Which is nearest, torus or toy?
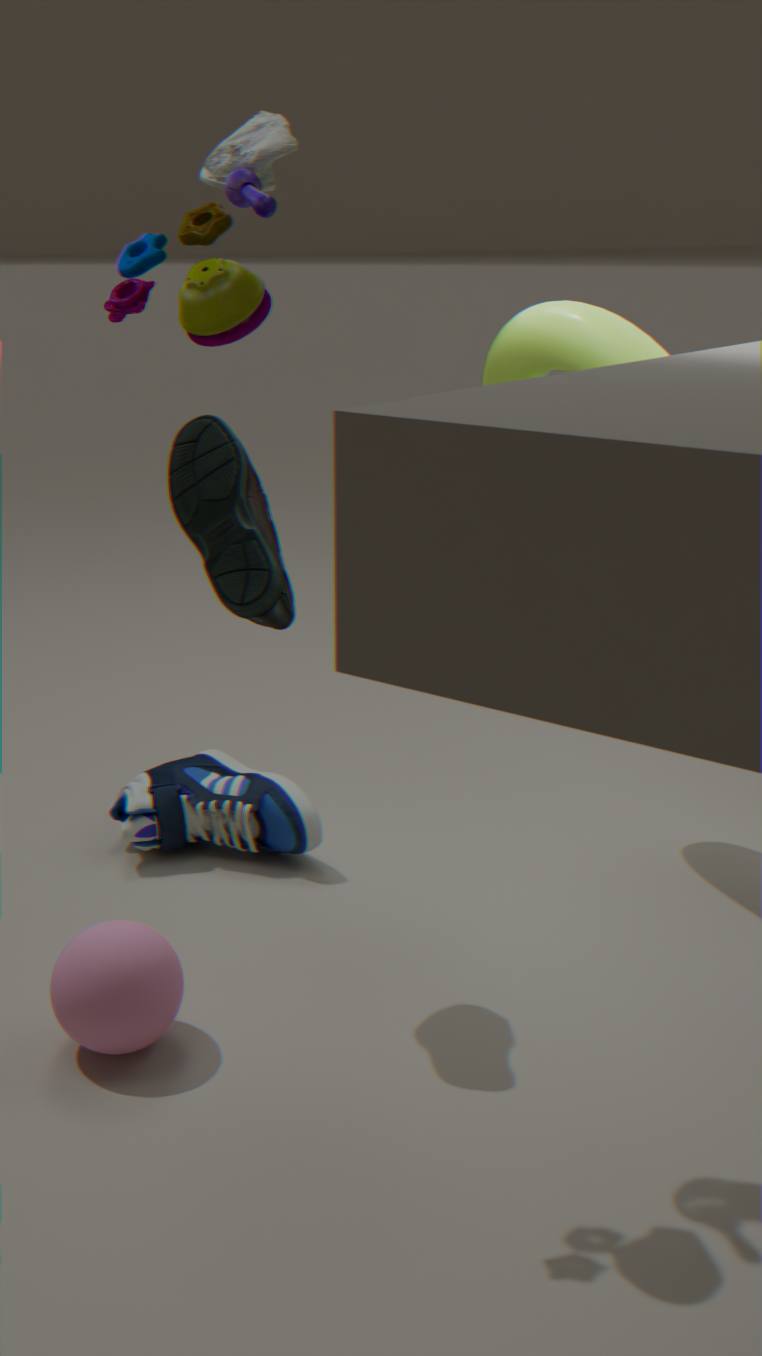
toy
